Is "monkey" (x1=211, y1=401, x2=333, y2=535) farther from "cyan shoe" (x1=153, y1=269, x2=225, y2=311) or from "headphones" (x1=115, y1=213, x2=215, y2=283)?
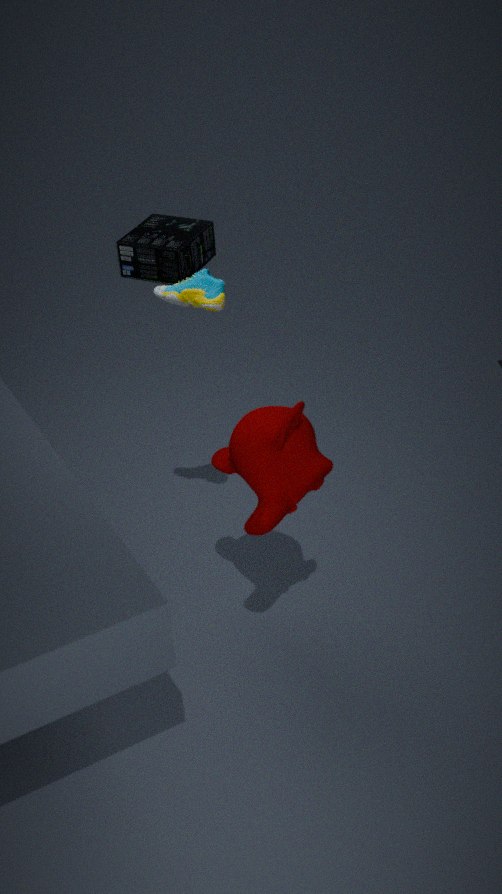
"headphones" (x1=115, y1=213, x2=215, y2=283)
